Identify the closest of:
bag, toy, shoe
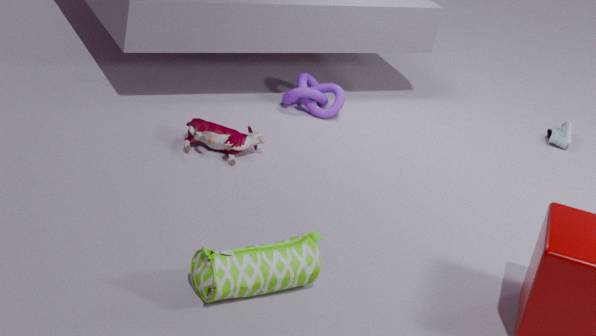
bag
